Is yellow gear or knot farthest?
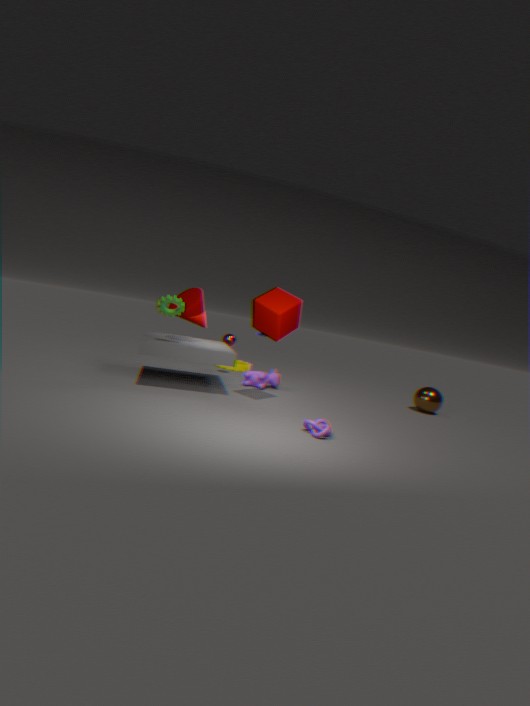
yellow gear
